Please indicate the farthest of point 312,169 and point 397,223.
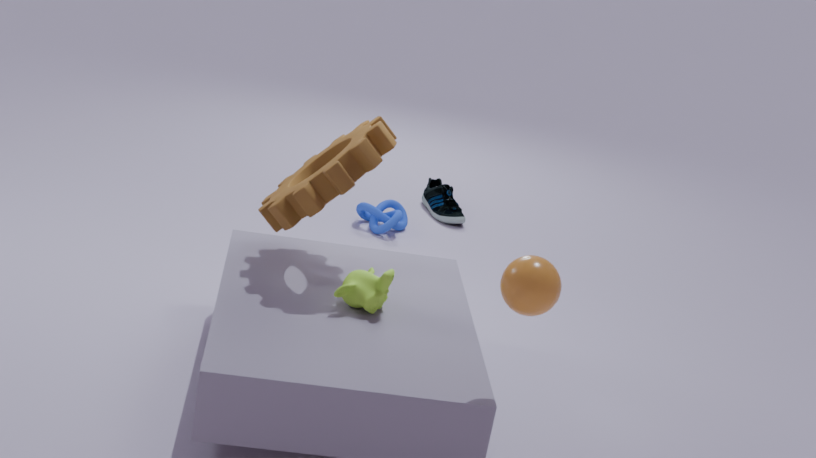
point 397,223
